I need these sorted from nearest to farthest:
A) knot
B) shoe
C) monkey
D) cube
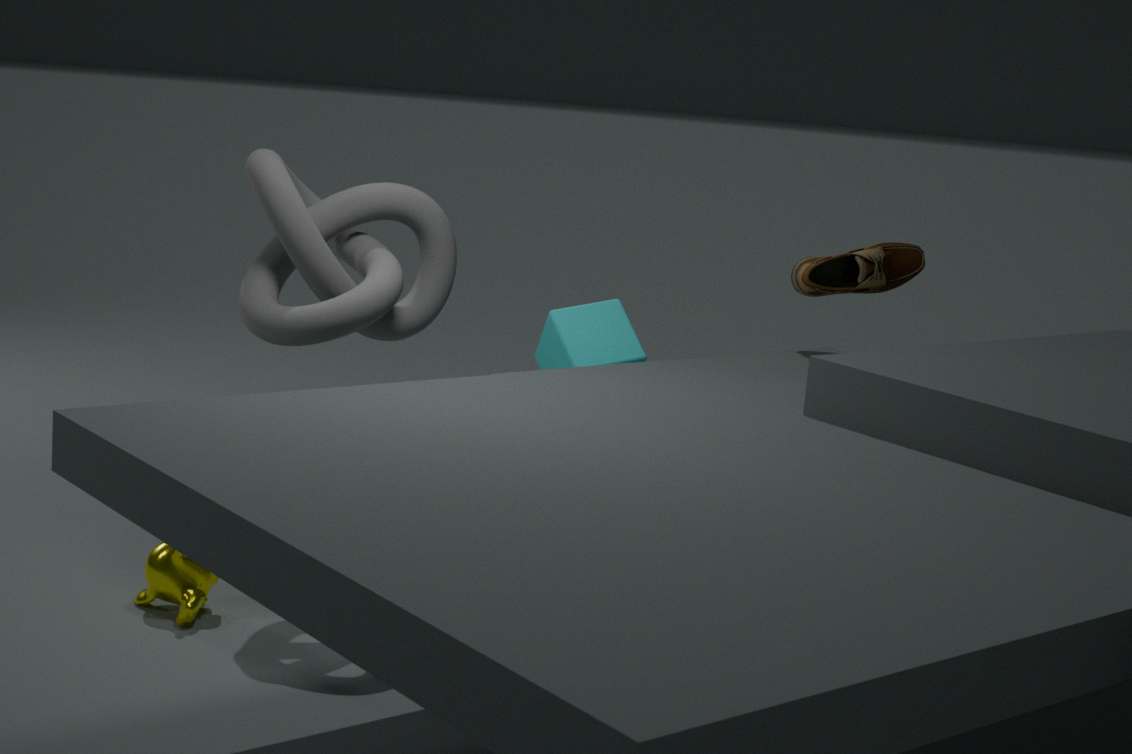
knot → monkey → cube → shoe
